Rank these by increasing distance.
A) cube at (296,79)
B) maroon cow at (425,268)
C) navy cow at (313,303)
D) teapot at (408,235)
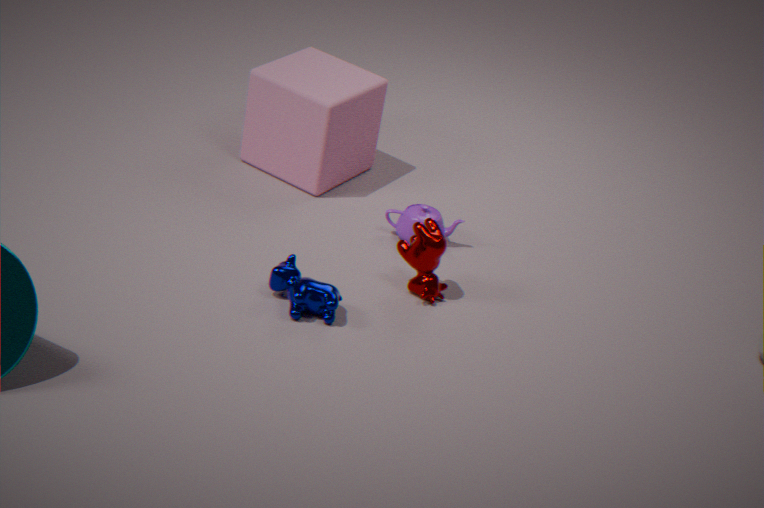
navy cow at (313,303) → maroon cow at (425,268) → teapot at (408,235) → cube at (296,79)
